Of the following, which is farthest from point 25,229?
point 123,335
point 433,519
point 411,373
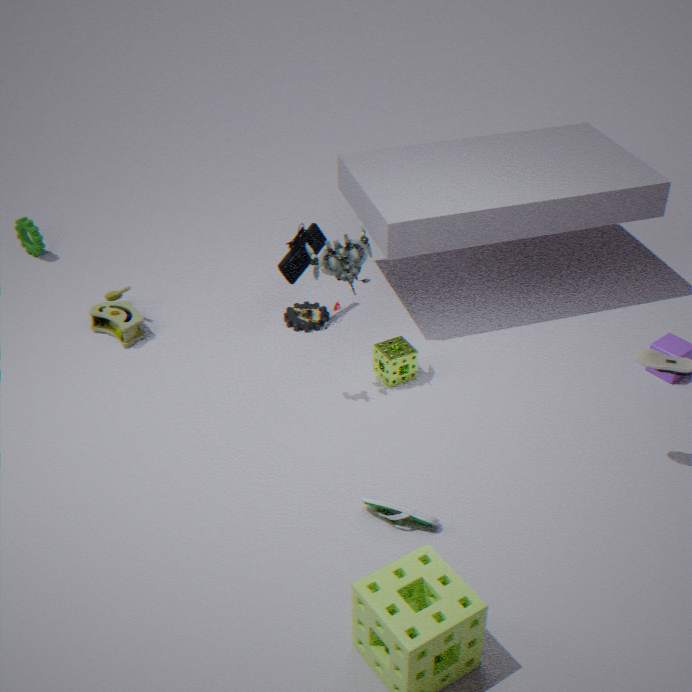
point 433,519
